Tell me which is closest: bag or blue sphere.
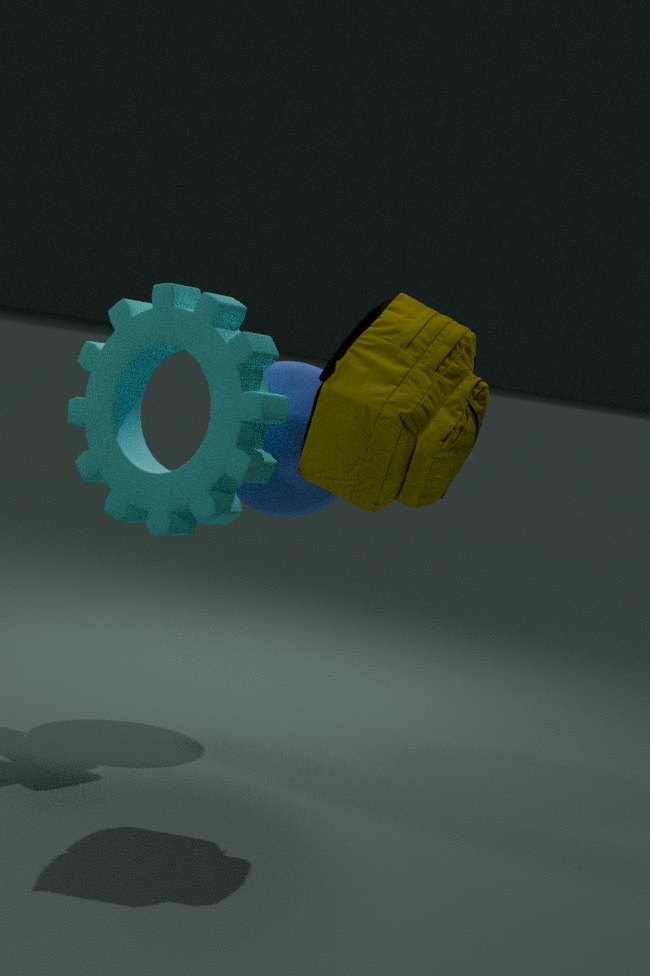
bag
